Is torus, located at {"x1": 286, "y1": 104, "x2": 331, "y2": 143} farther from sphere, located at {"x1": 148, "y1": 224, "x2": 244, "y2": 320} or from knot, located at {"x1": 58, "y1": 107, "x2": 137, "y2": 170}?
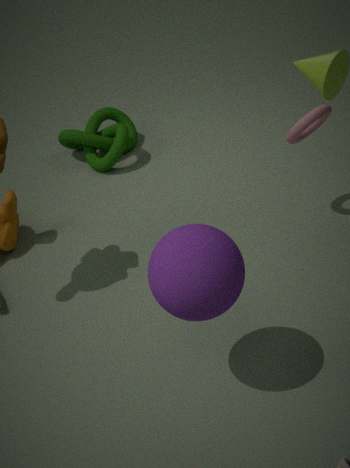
knot, located at {"x1": 58, "y1": 107, "x2": 137, "y2": 170}
